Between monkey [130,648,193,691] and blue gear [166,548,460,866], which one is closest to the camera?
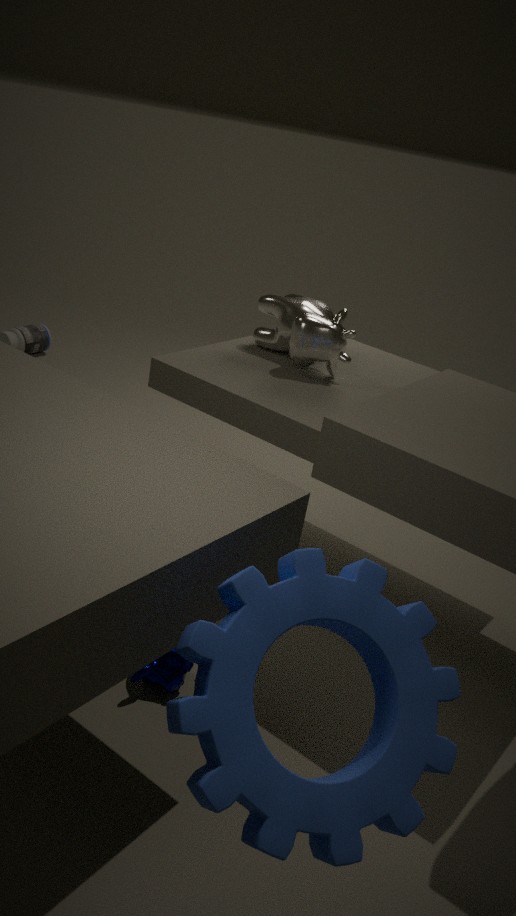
blue gear [166,548,460,866]
